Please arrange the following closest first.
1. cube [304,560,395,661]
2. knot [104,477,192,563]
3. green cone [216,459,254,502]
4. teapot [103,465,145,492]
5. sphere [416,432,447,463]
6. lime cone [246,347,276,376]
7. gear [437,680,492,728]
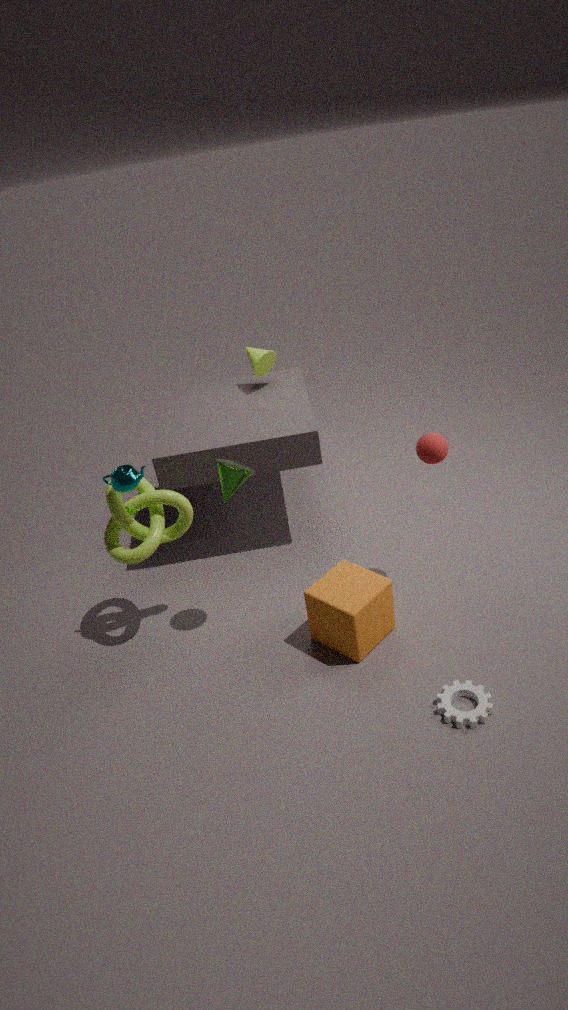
gear [437,680,492,728]
green cone [216,459,254,502]
teapot [103,465,145,492]
cube [304,560,395,661]
sphere [416,432,447,463]
knot [104,477,192,563]
lime cone [246,347,276,376]
